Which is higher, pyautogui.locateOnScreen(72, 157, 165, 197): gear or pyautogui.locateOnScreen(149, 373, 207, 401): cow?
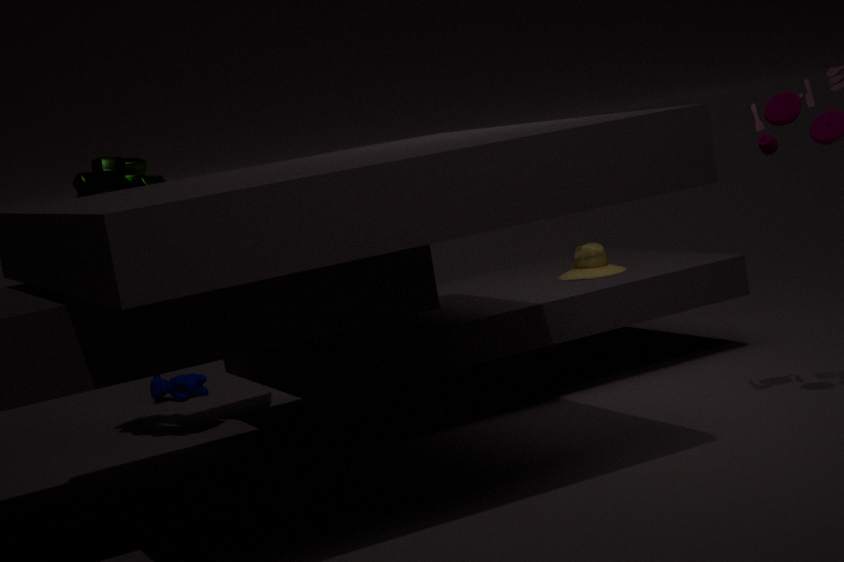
pyautogui.locateOnScreen(72, 157, 165, 197): gear
